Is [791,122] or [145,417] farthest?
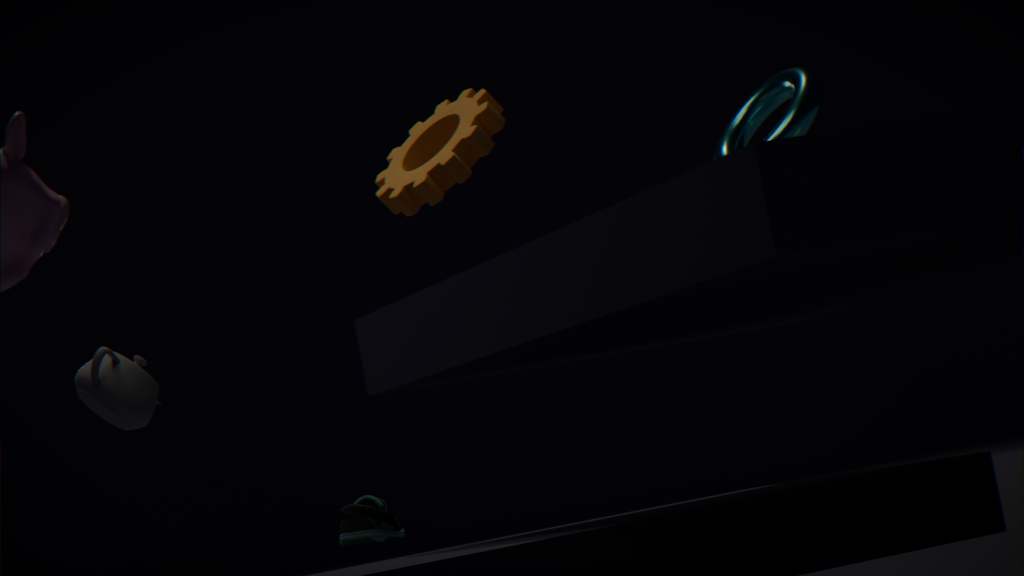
[145,417]
